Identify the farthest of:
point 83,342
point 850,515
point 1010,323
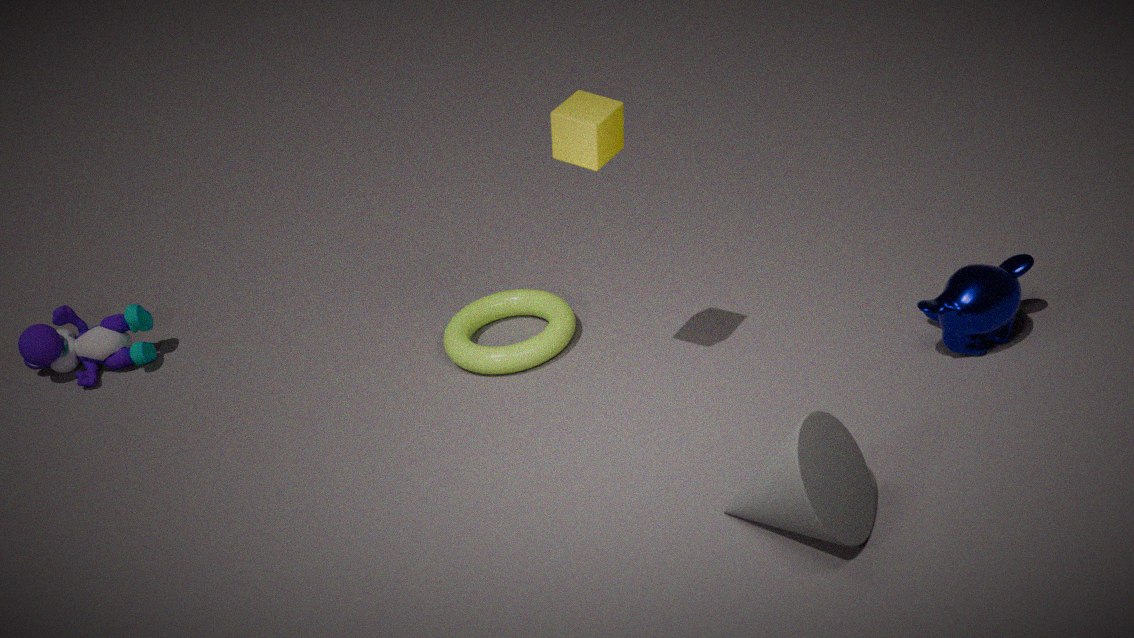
point 83,342
